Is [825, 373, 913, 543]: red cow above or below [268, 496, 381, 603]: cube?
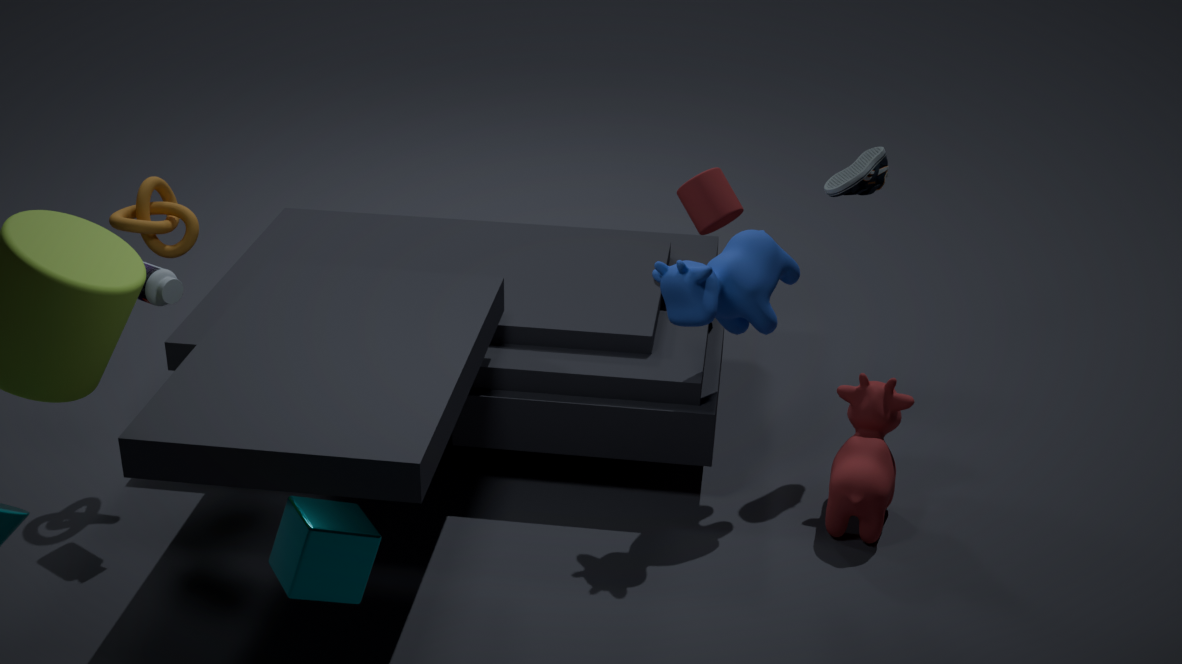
below
